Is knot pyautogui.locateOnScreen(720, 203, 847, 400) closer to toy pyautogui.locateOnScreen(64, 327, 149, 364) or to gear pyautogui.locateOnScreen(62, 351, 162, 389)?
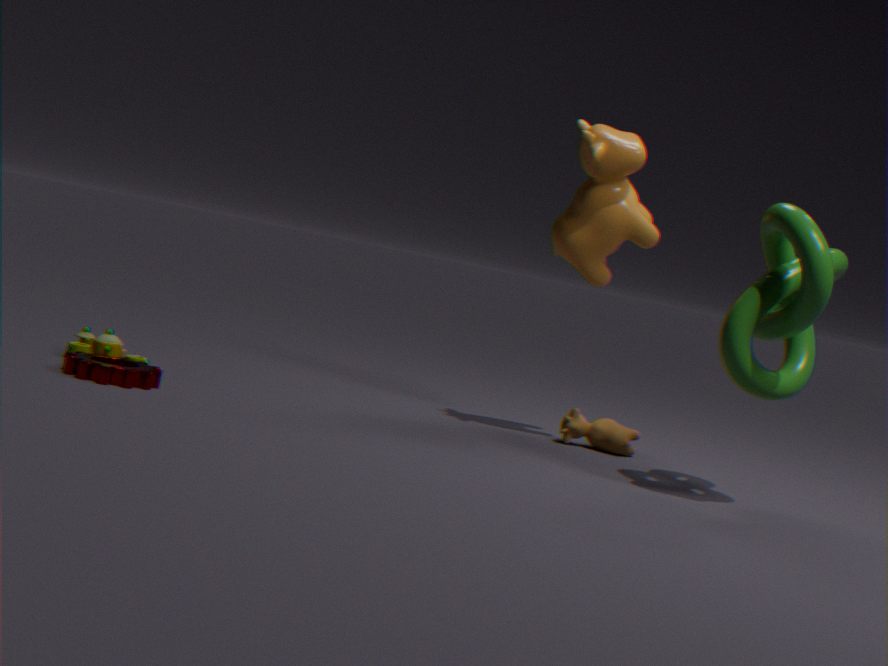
gear pyautogui.locateOnScreen(62, 351, 162, 389)
